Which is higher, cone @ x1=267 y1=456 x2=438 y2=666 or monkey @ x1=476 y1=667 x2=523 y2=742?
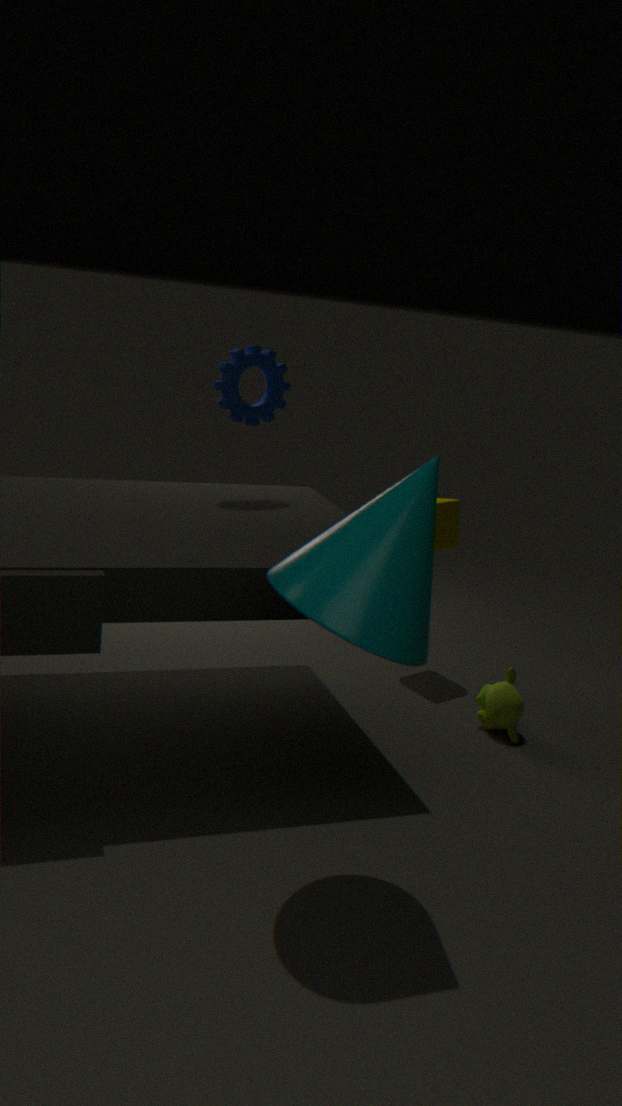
cone @ x1=267 y1=456 x2=438 y2=666
